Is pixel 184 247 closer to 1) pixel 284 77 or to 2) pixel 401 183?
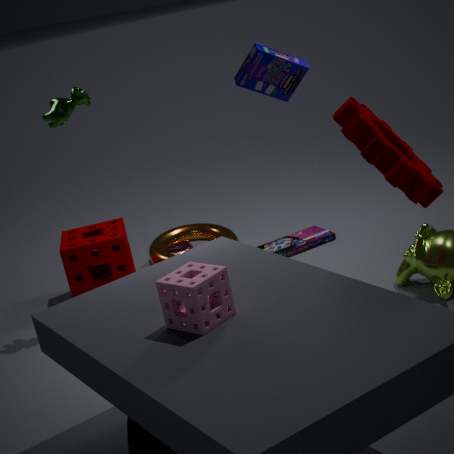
1) pixel 284 77
